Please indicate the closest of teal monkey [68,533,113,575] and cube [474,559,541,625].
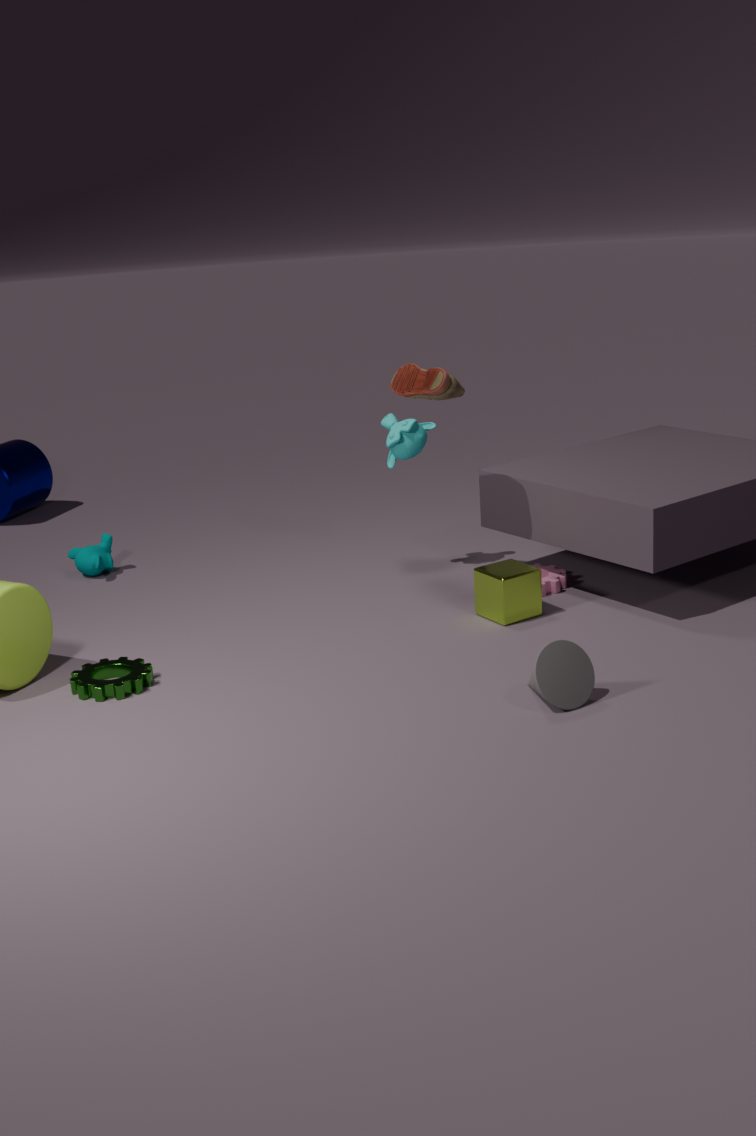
cube [474,559,541,625]
